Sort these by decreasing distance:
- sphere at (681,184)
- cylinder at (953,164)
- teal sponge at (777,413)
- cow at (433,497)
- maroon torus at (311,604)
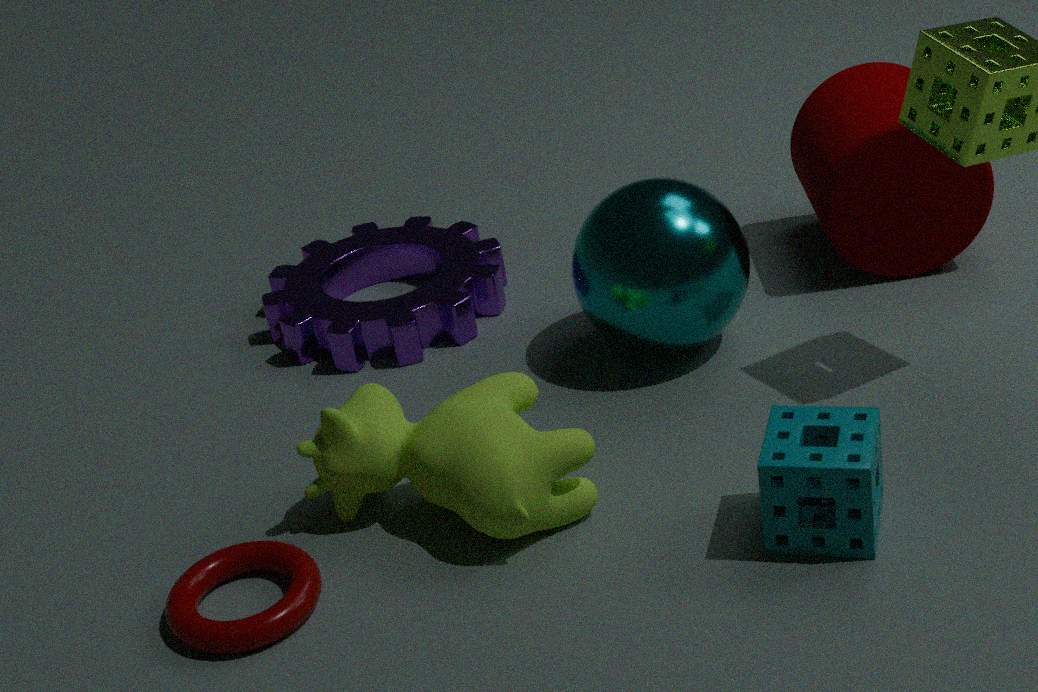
1. cylinder at (953,164)
2. sphere at (681,184)
3. cow at (433,497)
4. maroon torus at (311,604)
5. teal sponge at (777,413)
